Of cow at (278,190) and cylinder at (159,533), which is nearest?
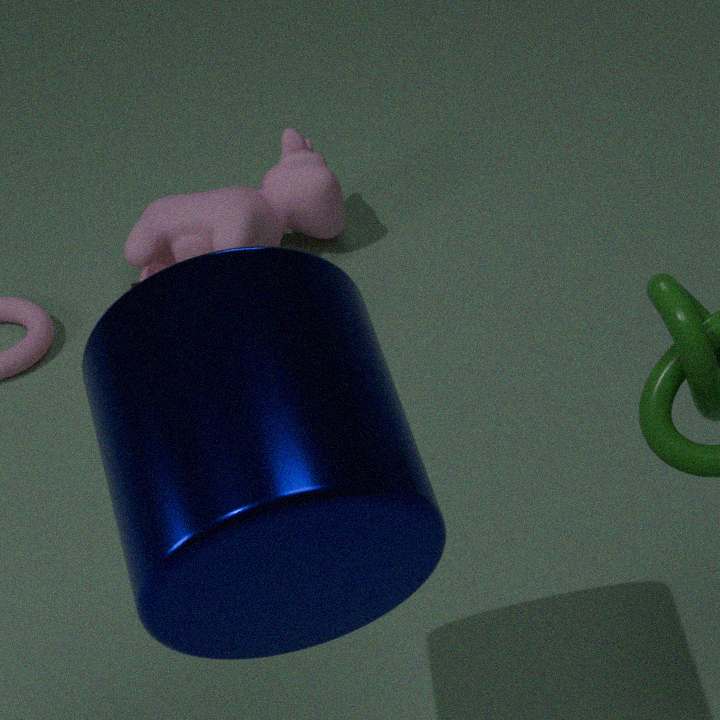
cylinder at (159,533)
